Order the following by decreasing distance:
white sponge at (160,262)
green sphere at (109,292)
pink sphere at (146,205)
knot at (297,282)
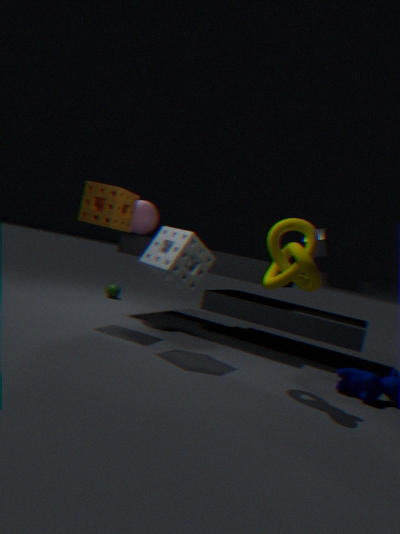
green sphere at (109,292) < pink sphere at (146,205) < white sponge at (160,262) < knot at (297,282)
